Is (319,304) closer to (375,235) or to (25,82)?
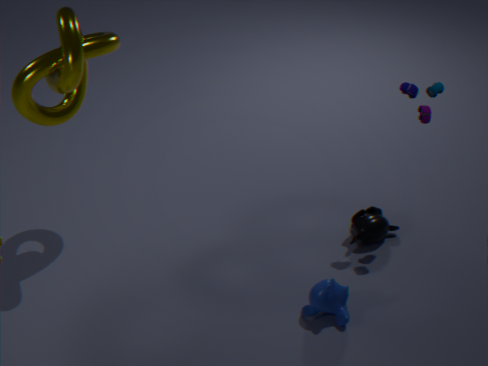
(375,235)
